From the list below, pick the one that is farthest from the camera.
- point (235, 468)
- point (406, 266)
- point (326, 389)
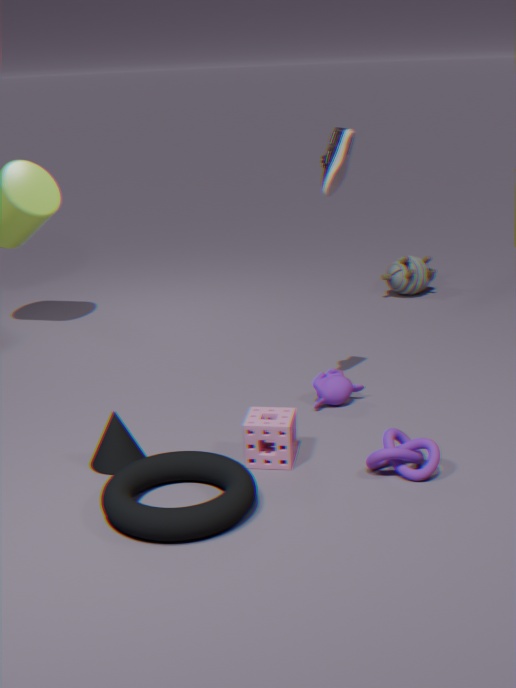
point (406, 266)
